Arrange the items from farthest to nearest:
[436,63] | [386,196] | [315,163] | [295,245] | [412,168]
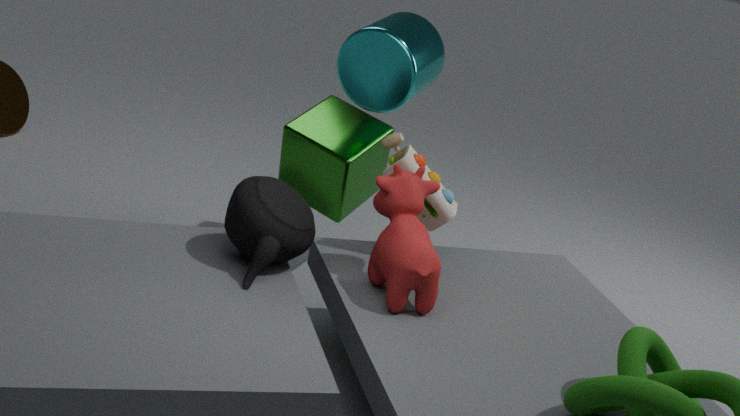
[315,163], [436,63], [412,168], [386,196], [295,245]
